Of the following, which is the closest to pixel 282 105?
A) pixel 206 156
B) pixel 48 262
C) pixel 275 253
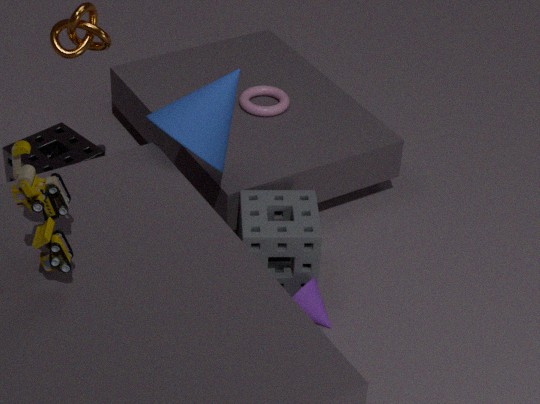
pixel 206 156
